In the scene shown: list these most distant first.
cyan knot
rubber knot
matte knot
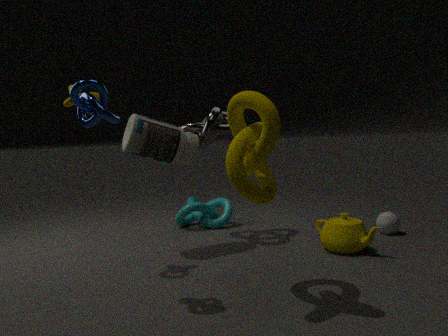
1. cyan knot
2. matte knot
3. rubber knot
